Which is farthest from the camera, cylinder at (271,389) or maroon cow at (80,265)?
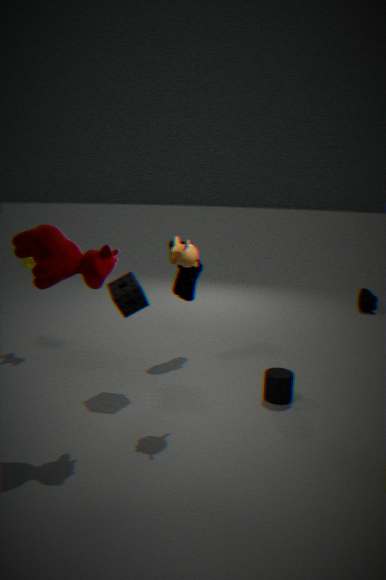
cylinder at (271,389)
